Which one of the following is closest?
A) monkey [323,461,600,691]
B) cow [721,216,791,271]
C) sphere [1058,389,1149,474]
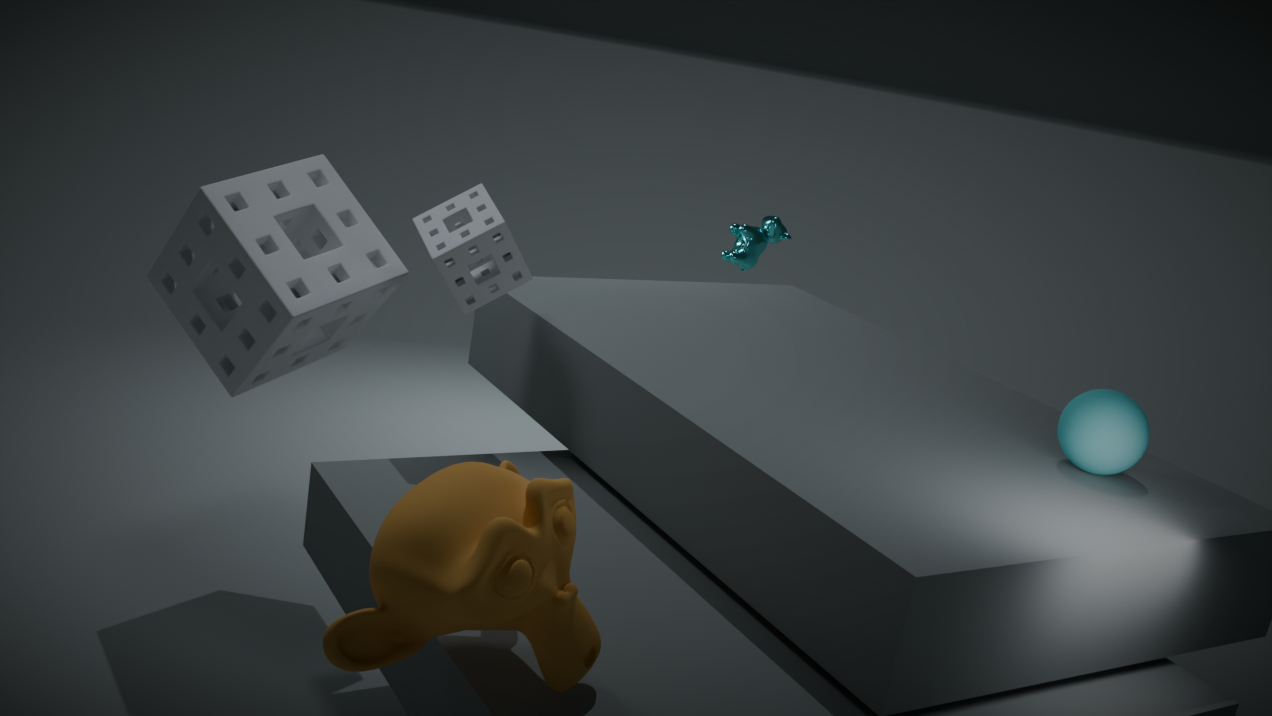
monkey [323,461,600,691]
